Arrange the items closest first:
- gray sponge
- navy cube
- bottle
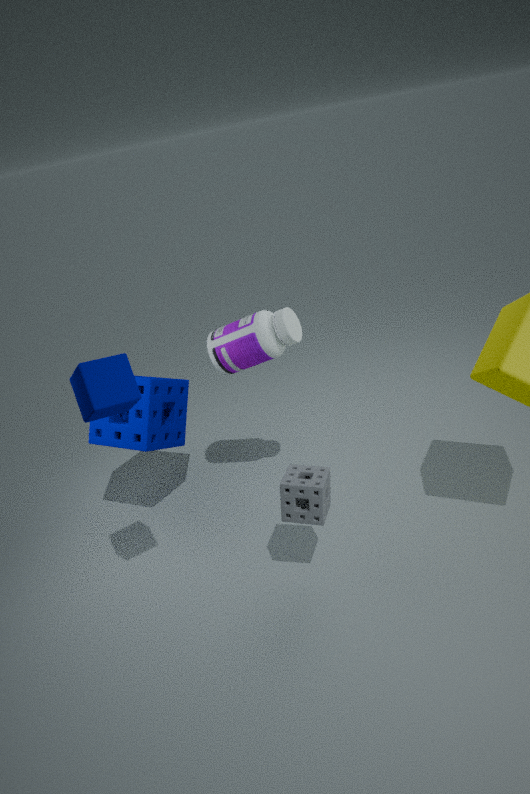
navy cube
gray sponge
bottle
